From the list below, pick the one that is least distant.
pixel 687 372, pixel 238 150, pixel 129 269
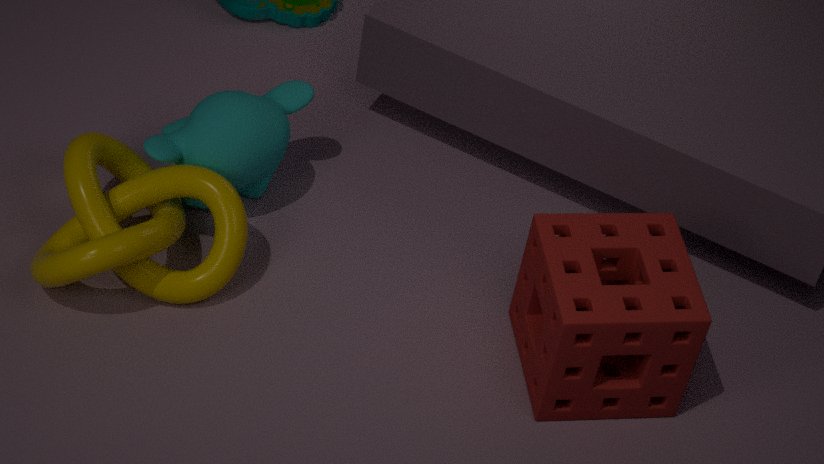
pixel 687 372
